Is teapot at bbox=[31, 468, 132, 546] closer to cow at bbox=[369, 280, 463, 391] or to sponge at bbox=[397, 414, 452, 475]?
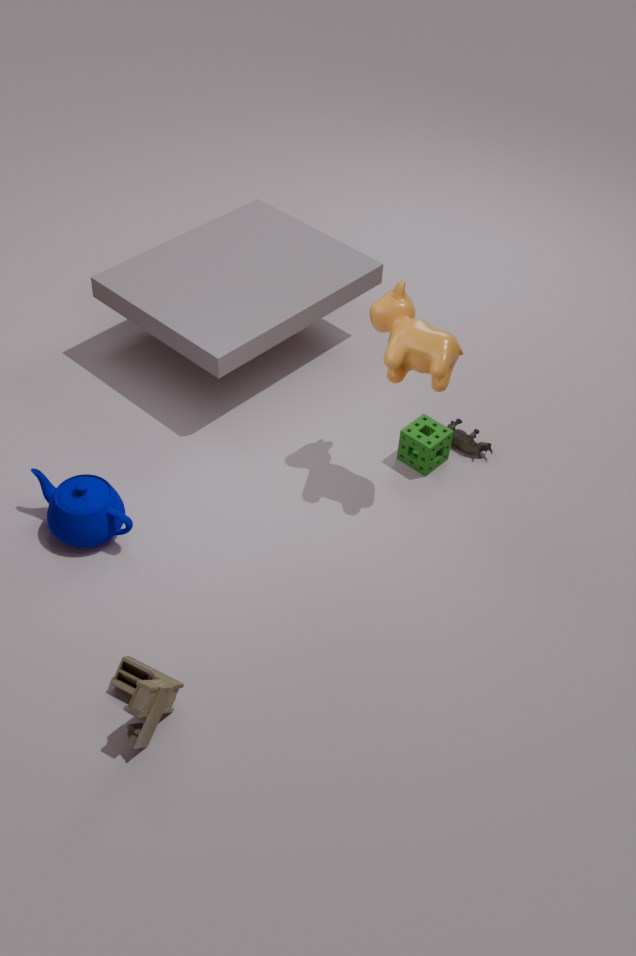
cow at bbox=[369, 280, 463, 391]
